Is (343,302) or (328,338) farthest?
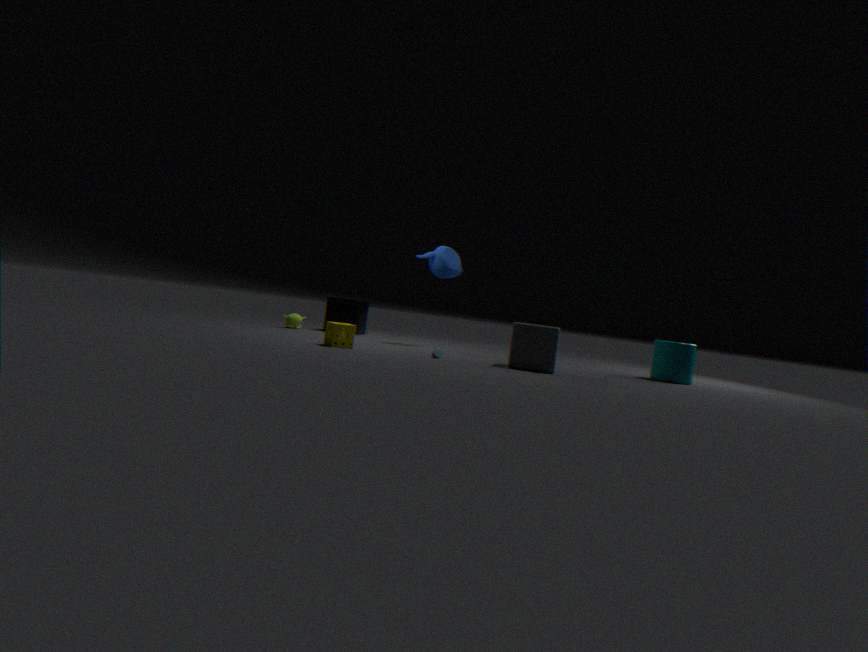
(343,302)
